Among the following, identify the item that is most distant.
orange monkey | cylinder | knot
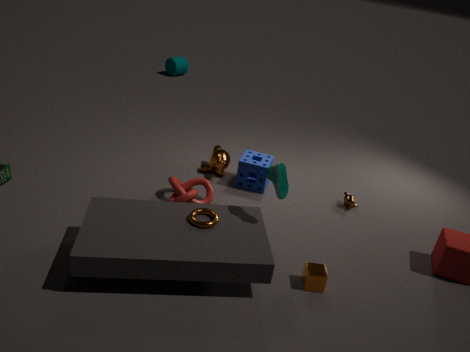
cylinder
